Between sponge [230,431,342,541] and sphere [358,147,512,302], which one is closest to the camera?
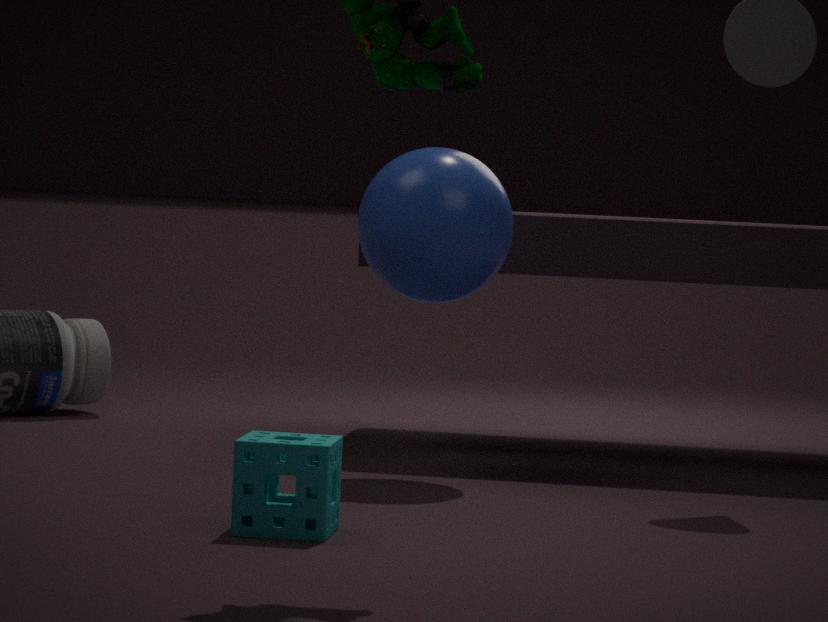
sponge [230,431,342,541]
